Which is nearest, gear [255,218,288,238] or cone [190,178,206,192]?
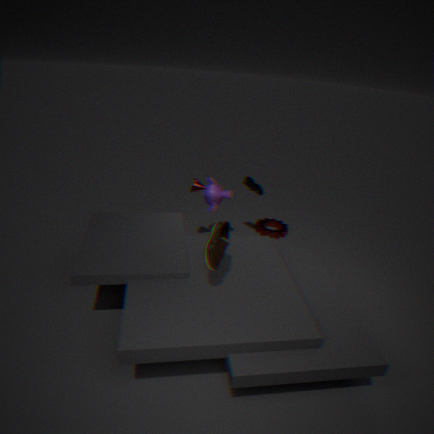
cone [190,178,206,192]
